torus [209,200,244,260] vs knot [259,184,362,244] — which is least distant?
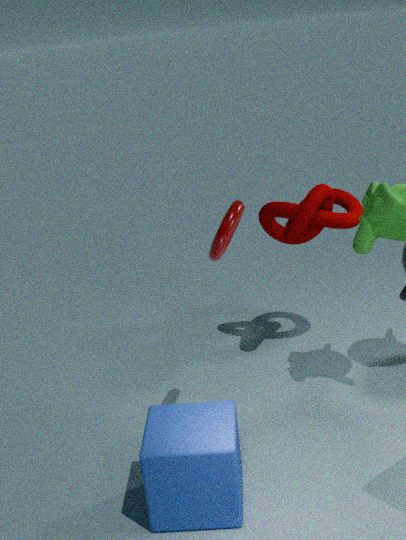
torus [209,200,244,260]
